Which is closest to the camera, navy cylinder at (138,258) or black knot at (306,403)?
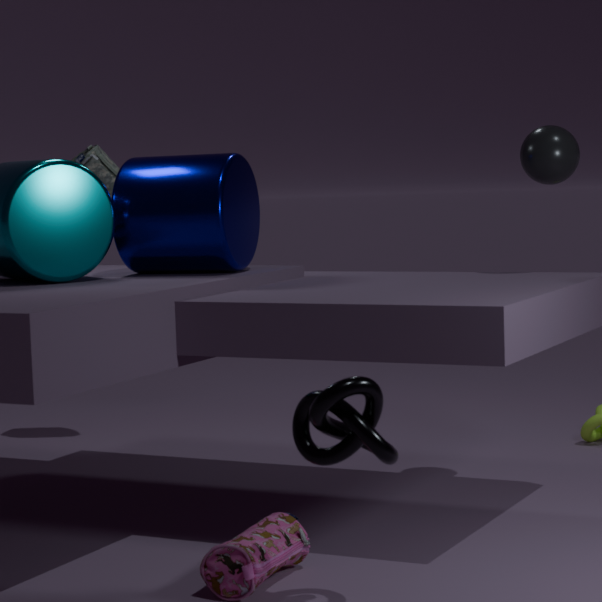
black knot at (306,403)
